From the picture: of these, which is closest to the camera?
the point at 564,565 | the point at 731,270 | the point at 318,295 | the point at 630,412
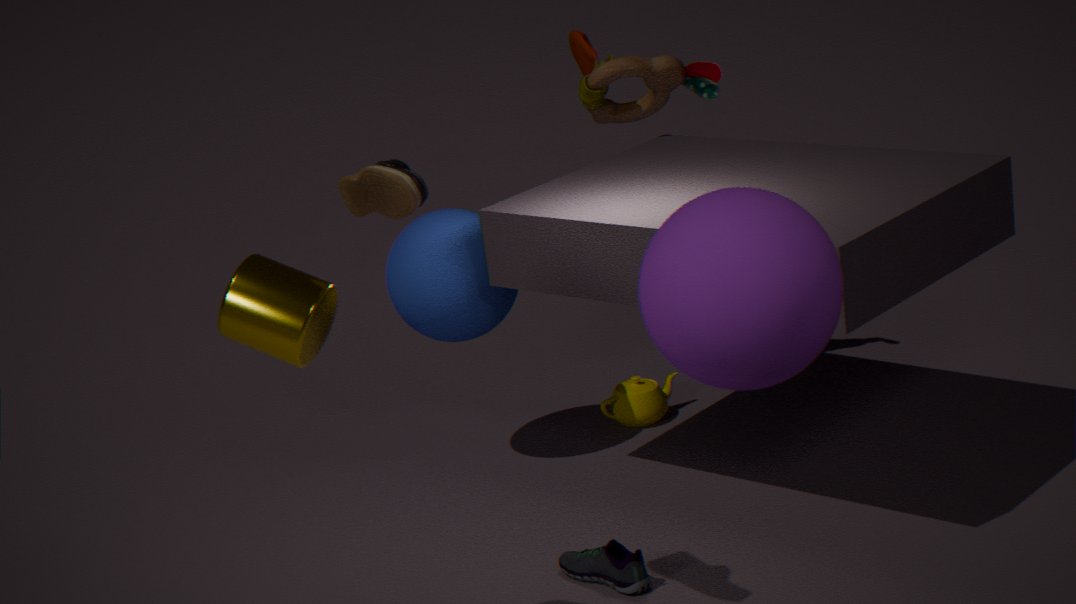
the point at 731,270
